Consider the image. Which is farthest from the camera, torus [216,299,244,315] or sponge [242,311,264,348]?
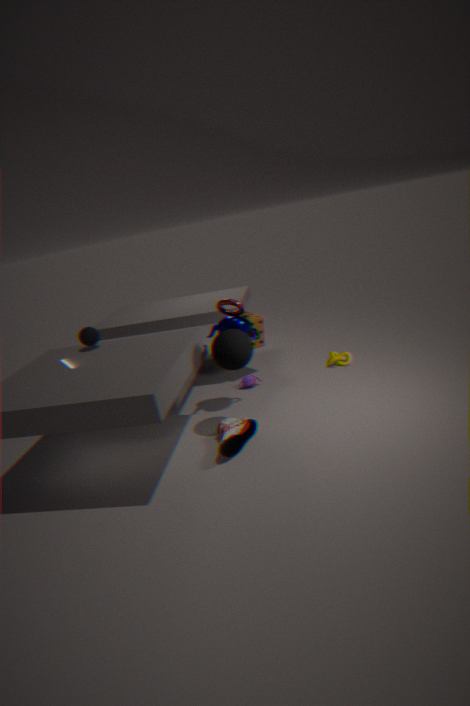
sponge [242,311,264,348]
